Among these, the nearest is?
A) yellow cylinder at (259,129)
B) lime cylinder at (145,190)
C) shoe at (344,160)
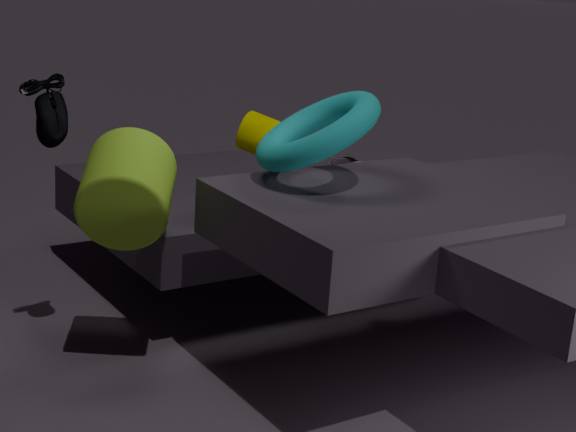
lime cylinder at (145,190)
